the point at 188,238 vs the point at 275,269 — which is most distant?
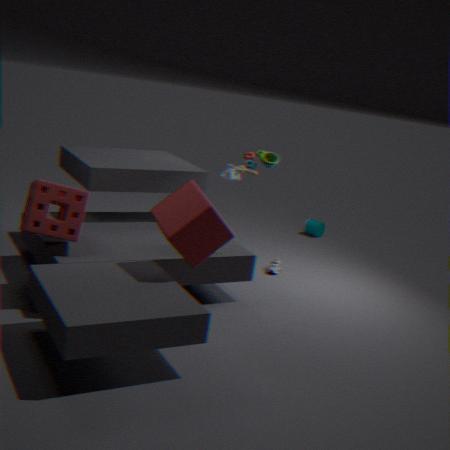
the point at 275,269
